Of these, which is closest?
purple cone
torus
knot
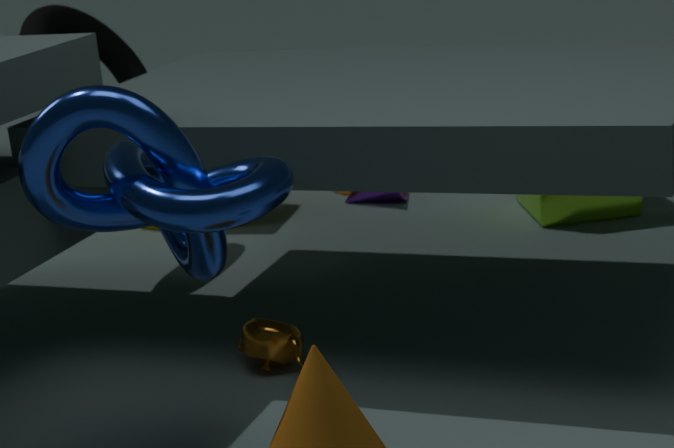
knot
